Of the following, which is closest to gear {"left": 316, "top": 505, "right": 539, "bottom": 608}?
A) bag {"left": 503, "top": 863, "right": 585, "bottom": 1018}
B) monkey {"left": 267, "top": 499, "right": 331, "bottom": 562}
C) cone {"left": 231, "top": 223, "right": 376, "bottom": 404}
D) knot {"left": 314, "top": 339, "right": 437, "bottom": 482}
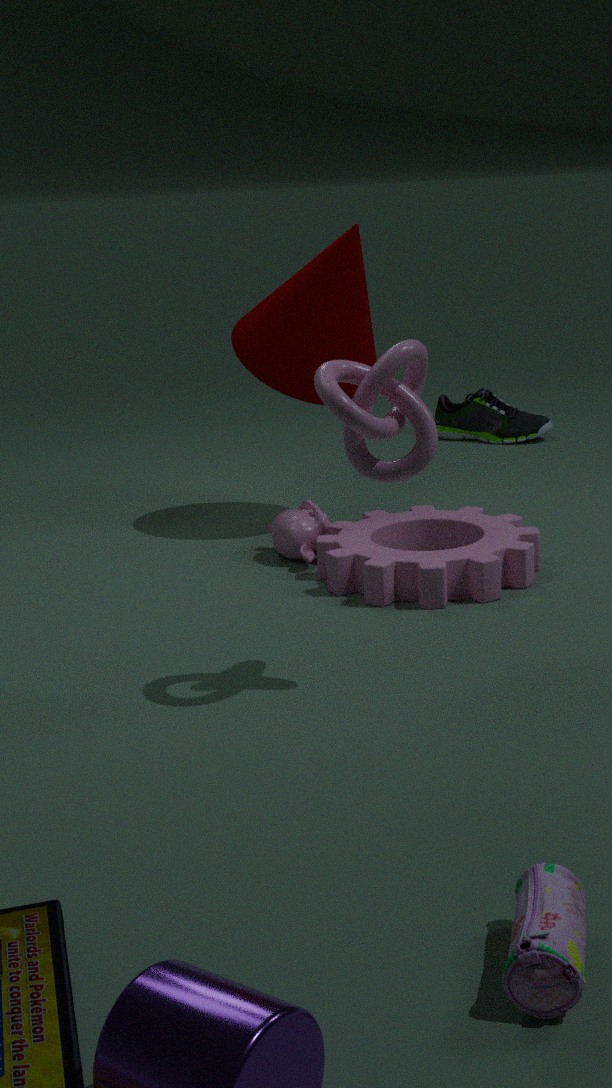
monkey {"left": 267, "top": 499, "right": 331, "bottom": 562}
